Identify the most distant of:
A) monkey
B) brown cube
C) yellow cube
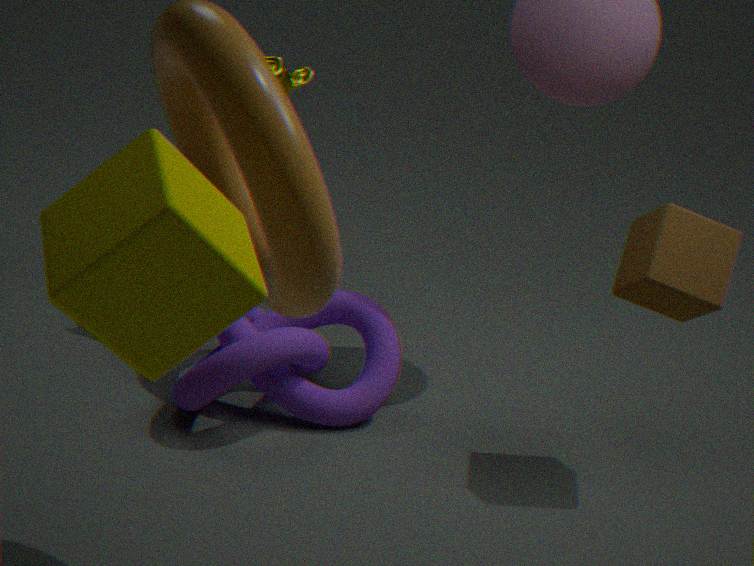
monkey
